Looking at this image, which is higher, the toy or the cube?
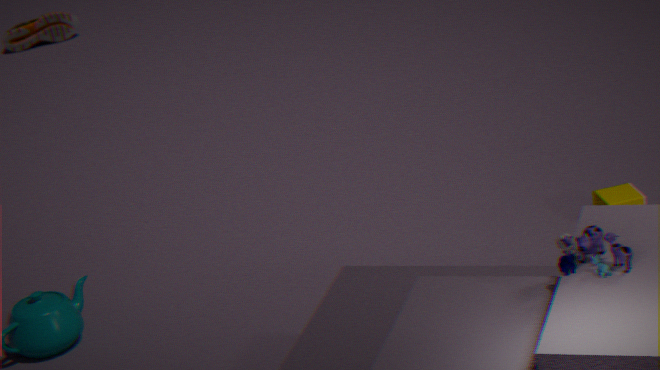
the toy
